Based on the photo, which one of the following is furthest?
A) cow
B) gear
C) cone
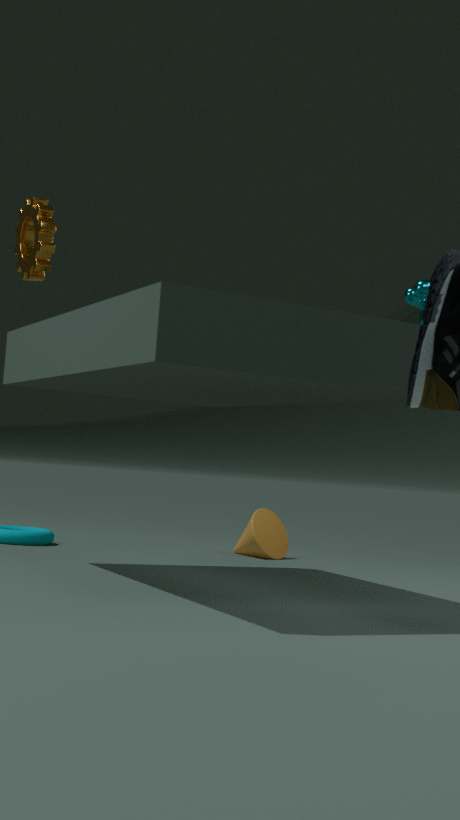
cone
